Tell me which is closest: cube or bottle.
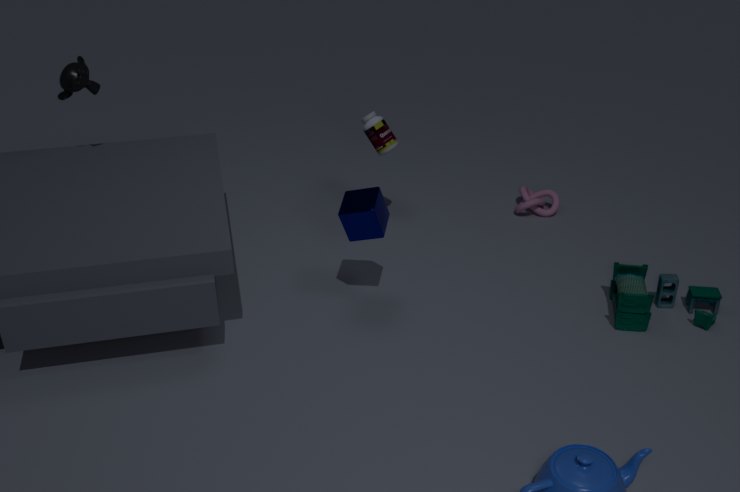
cube
